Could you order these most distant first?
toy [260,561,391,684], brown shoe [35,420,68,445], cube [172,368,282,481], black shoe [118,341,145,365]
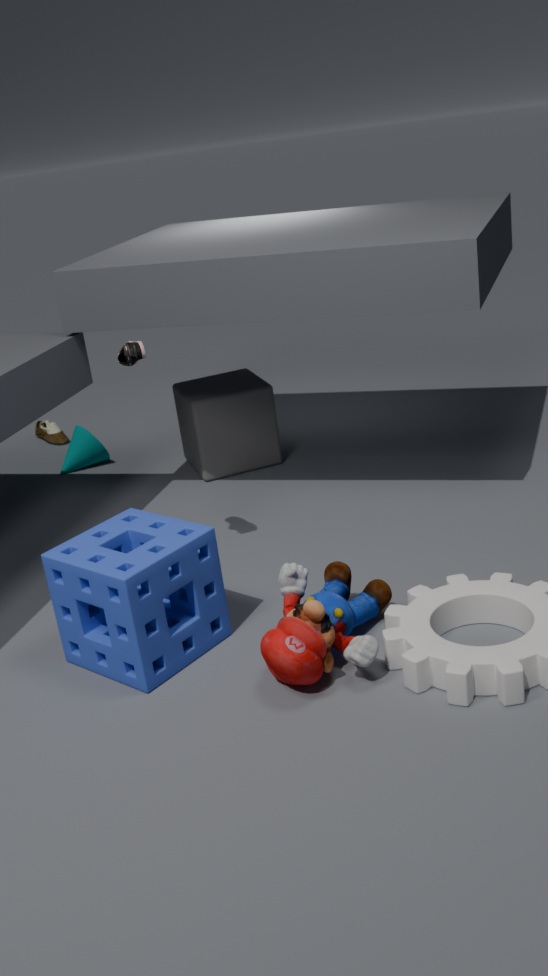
brown shoe [35,420,68,445]
cube [172,368,282,481]
black shoe [118,341,145,365]
toy [260,561,391,684]
